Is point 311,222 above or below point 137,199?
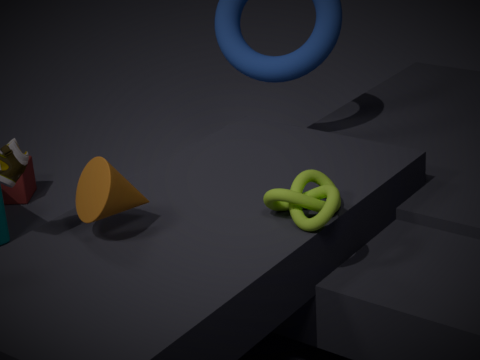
below
